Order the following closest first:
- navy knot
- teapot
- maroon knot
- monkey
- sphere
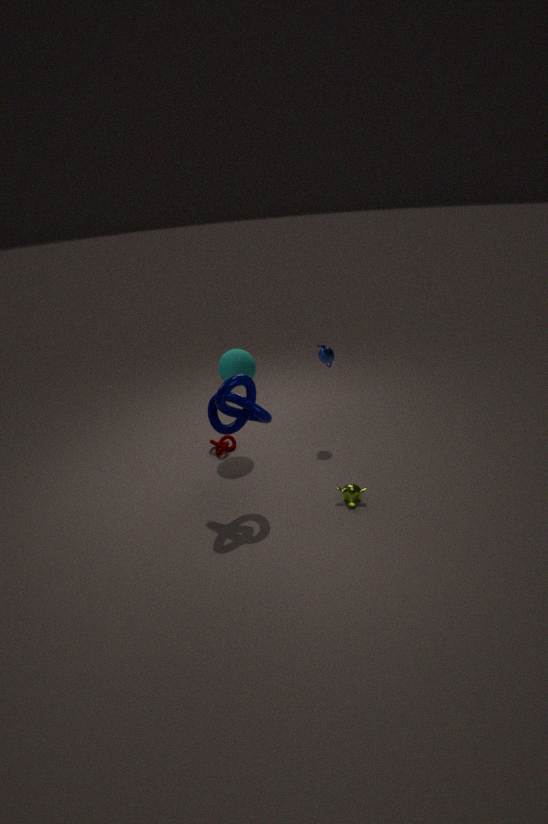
1. navy knot
2. monkey
3. sphere
4. teapot
5. maroon knot
